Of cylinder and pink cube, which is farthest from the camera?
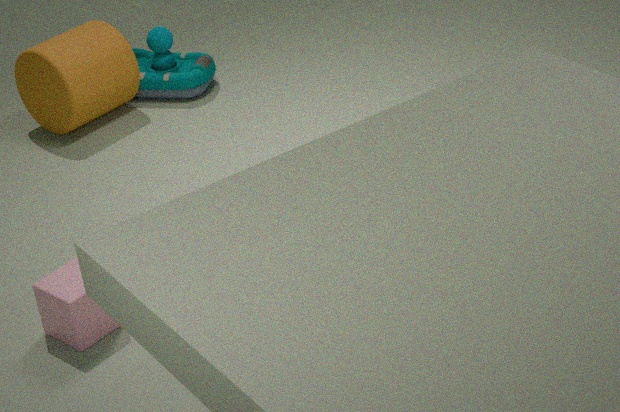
cylinder
